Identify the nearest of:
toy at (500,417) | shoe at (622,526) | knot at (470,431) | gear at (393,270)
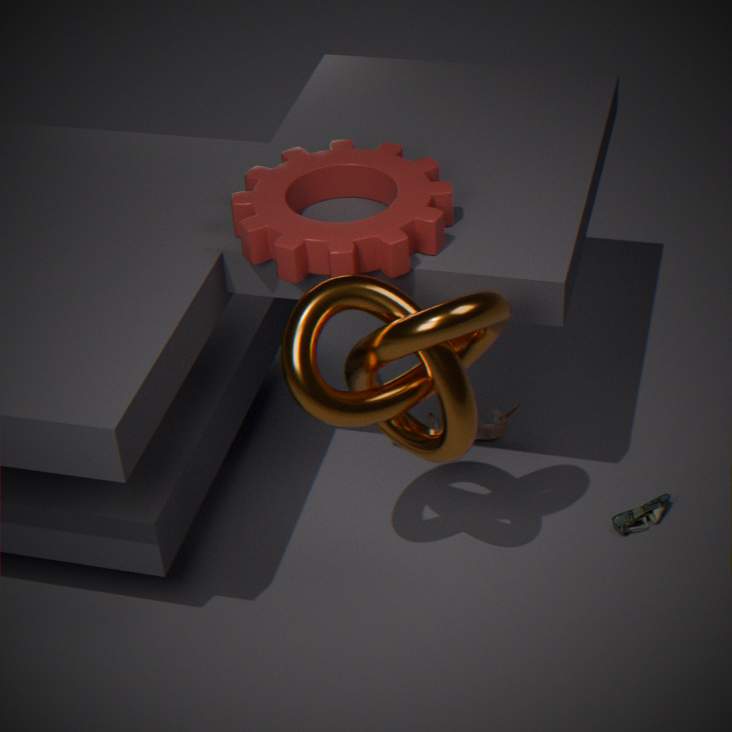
knot at (470,431)
